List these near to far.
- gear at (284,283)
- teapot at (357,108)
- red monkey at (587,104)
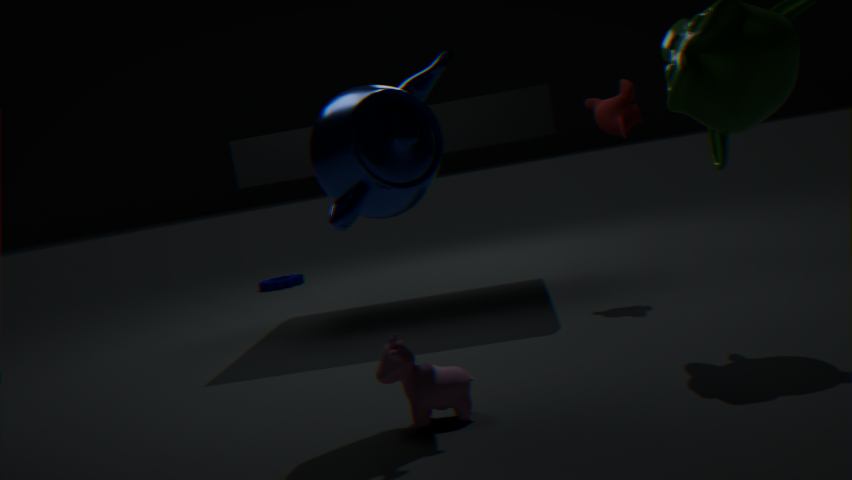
1. teapot at (357,108)
2. red monkey at (587,104)
3. gear at (284,283)
